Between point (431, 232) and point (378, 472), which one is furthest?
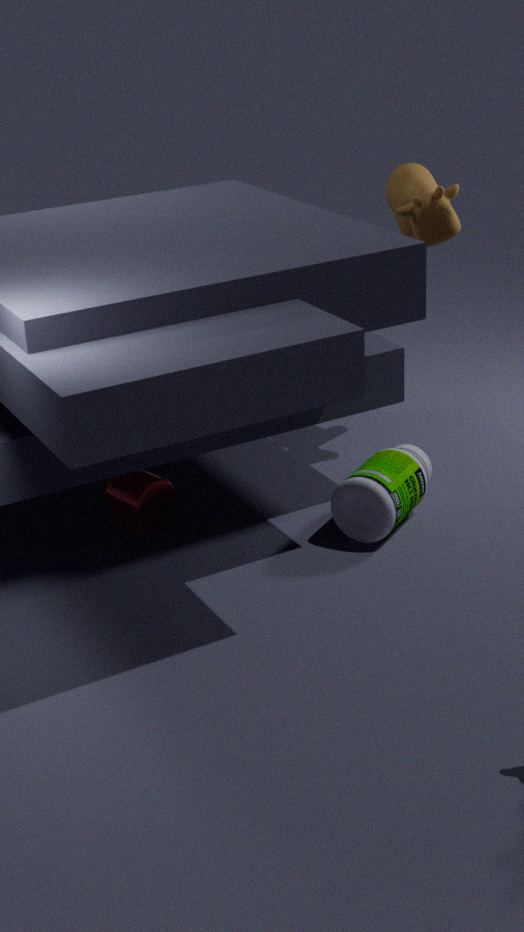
point (431, 232)
